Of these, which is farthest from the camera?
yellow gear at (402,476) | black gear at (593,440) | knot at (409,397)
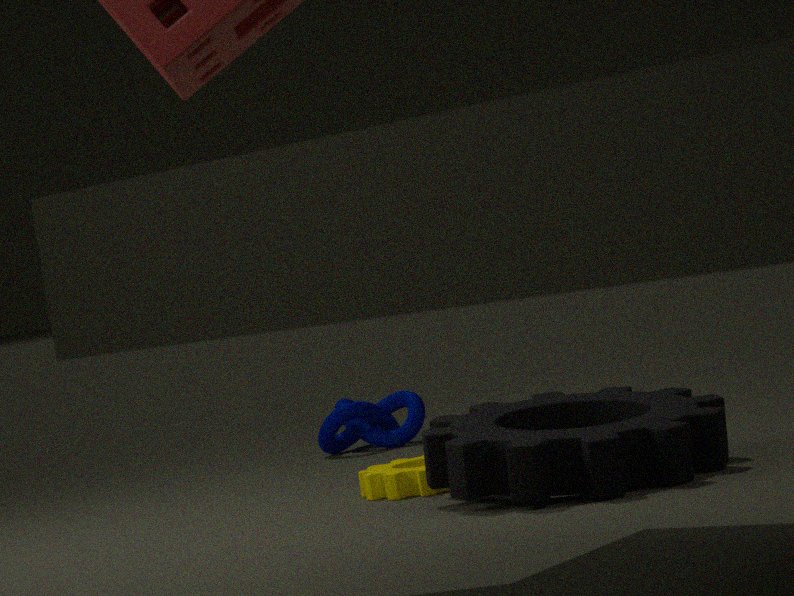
knot at (409,397)
